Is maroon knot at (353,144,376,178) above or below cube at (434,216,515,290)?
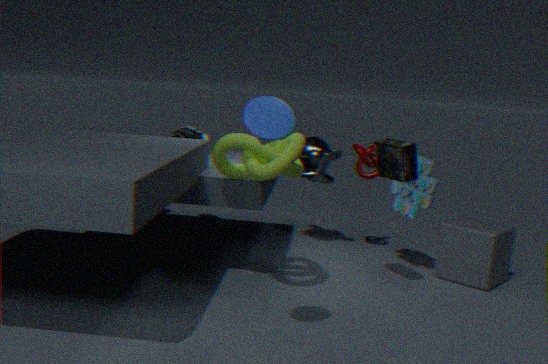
above
